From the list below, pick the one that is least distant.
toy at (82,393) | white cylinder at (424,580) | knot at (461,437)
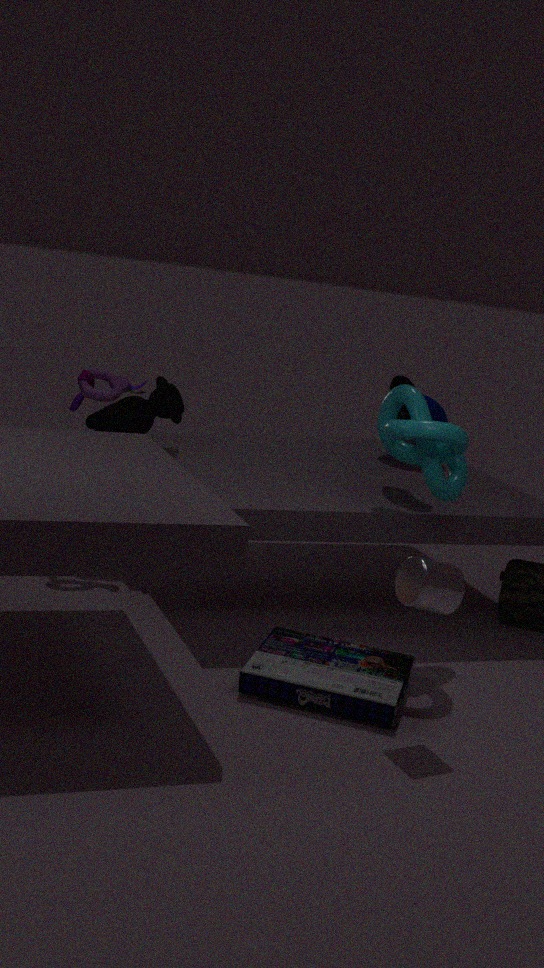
white cylinder at (424,580)
